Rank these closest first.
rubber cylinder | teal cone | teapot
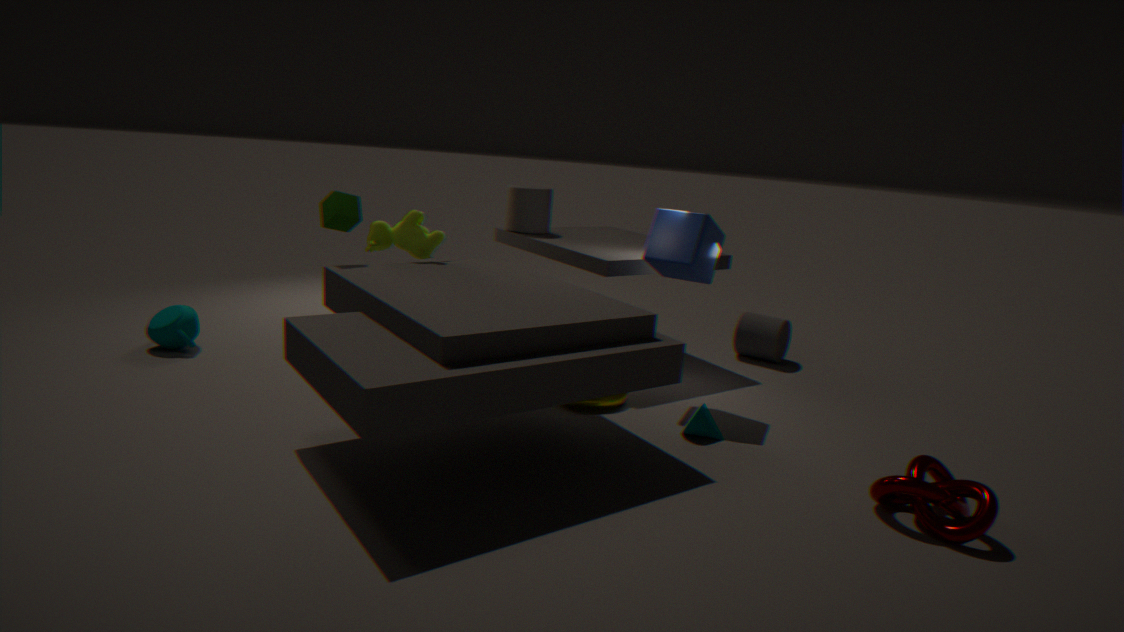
teal cone
teapot
rubber cylinder
